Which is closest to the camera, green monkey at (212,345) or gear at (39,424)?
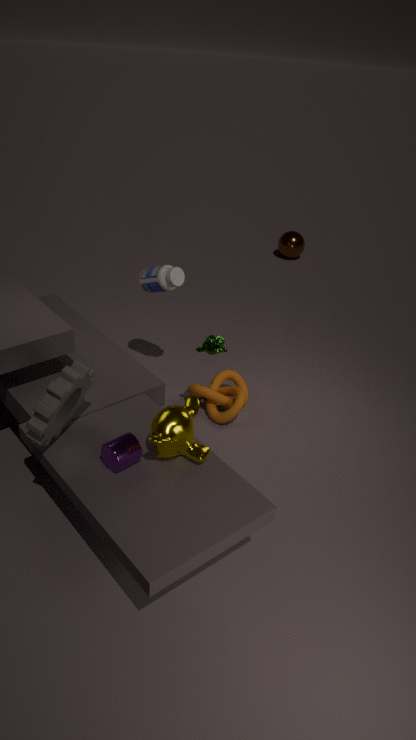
gear at (39,424)
